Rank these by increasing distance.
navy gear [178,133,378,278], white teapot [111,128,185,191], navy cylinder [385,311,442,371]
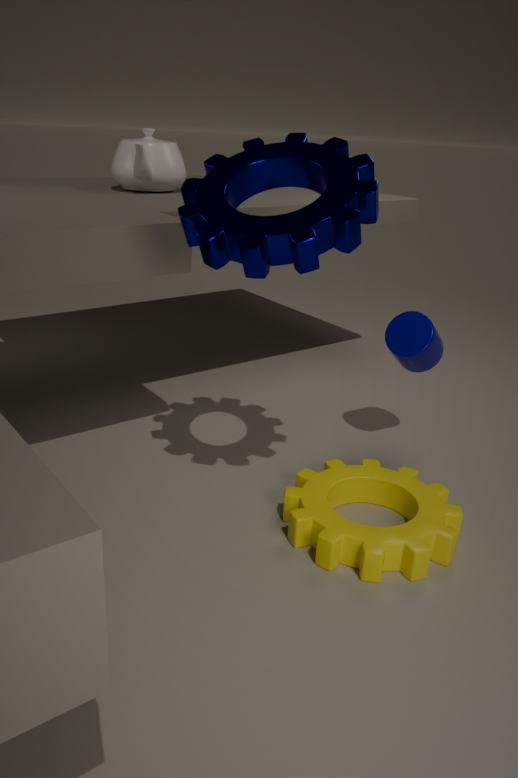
navy gear [178,133,378,278]
navy cylinder [385,311,442,371]
white teapot [111,128,185,191]
